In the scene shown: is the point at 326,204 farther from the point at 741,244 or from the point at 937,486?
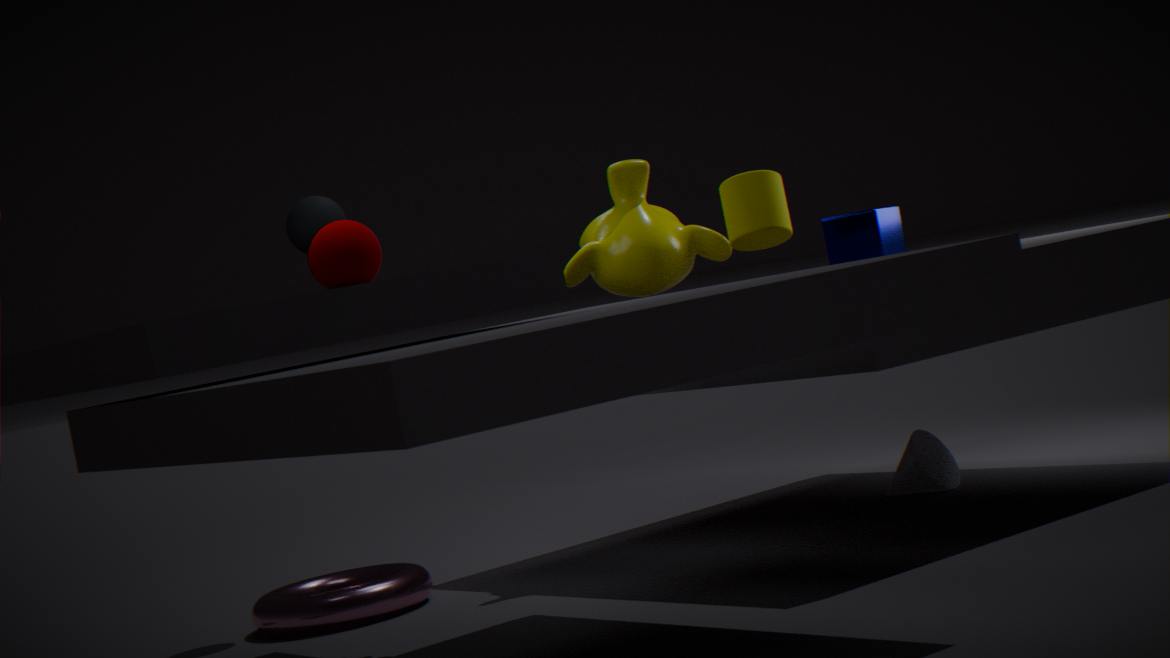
the point at 937,486
